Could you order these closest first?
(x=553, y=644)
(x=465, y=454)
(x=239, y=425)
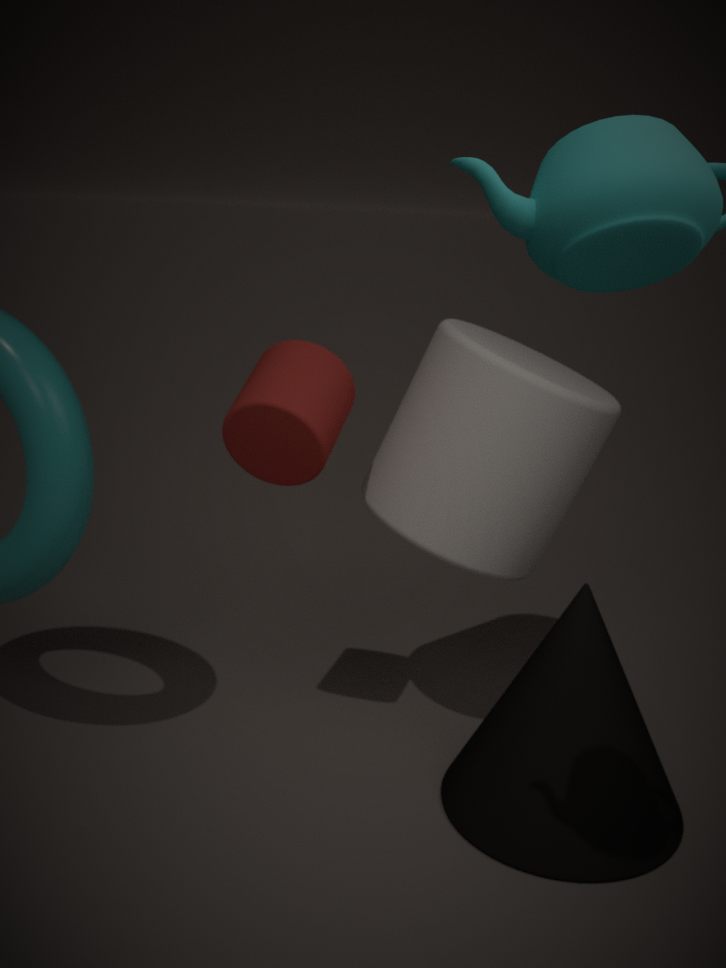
1. (x=239, y=425)
2. (x=465, y=454)
3. (x=553, y=644)
